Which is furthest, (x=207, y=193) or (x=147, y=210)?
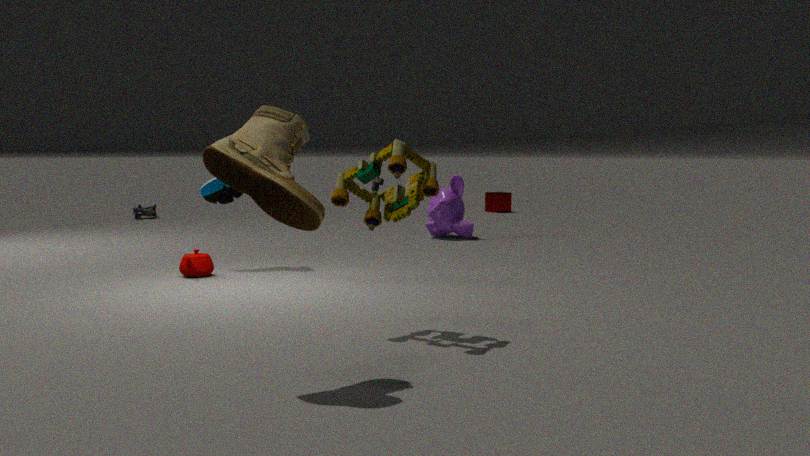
(x=147, y=210)
